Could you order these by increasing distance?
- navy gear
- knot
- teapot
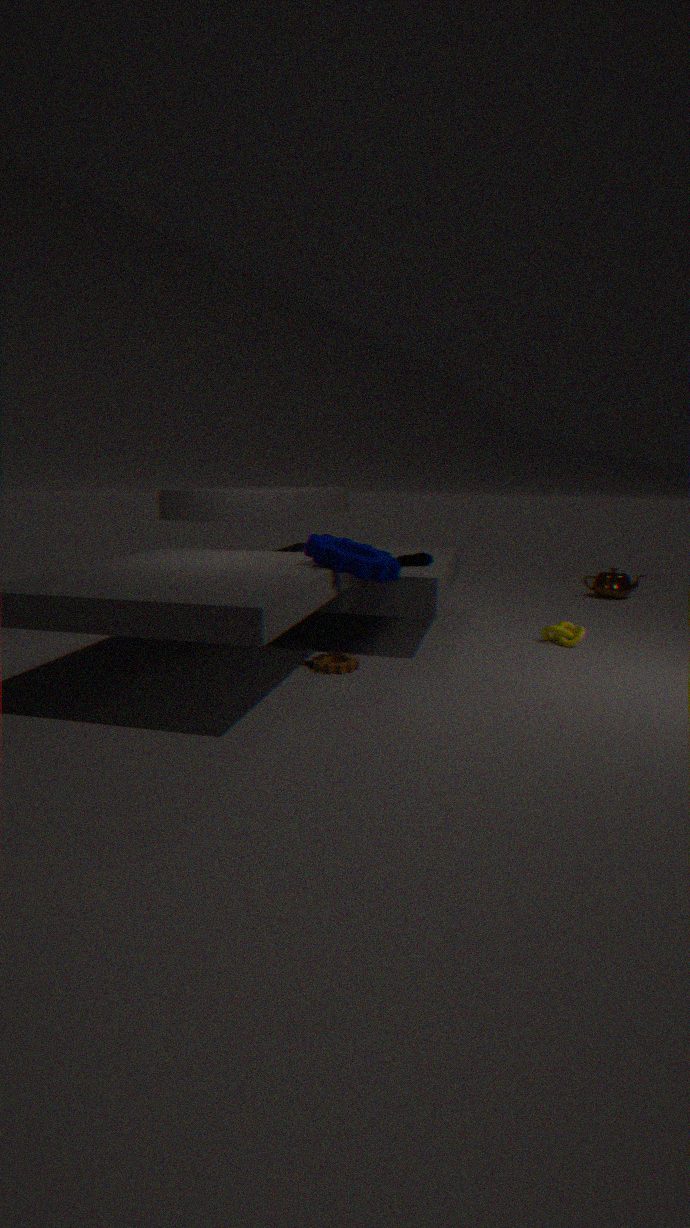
navy gear → knot → teapot
